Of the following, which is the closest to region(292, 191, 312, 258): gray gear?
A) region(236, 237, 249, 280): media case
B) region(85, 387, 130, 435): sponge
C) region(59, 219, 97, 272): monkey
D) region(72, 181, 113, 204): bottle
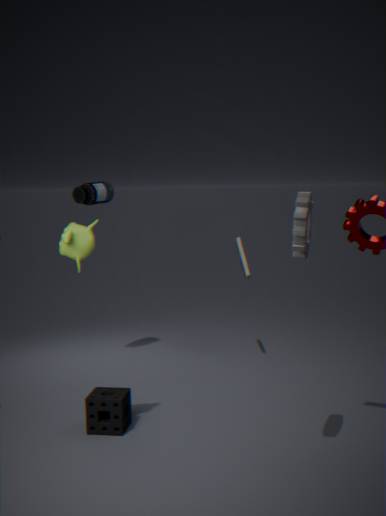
region(59, 219, 97, 272): monkey
